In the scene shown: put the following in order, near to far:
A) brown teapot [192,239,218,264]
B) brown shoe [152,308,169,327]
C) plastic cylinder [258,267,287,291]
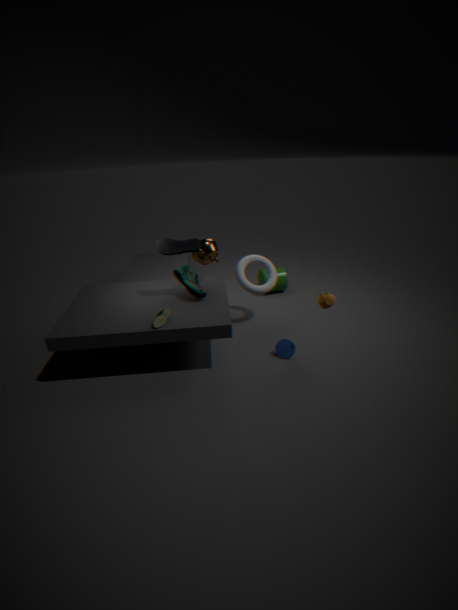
1. brown shoe [152,308,169,327]
2. brown teapot [192,239,218,264]
3. plastic cylinder [258,267,287,291]
